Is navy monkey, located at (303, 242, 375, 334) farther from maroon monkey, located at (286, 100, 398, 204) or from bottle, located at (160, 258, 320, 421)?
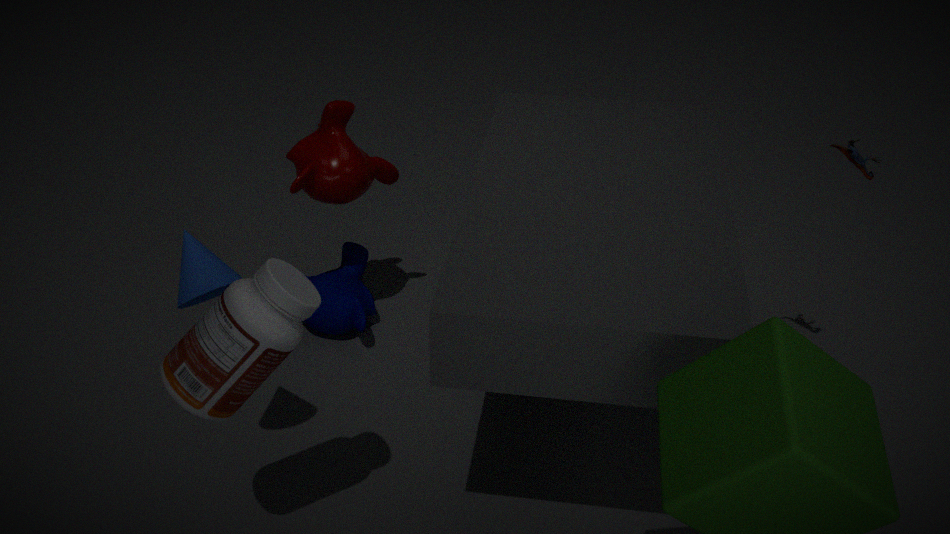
bottle, located at (160, 258, 320, 421)
